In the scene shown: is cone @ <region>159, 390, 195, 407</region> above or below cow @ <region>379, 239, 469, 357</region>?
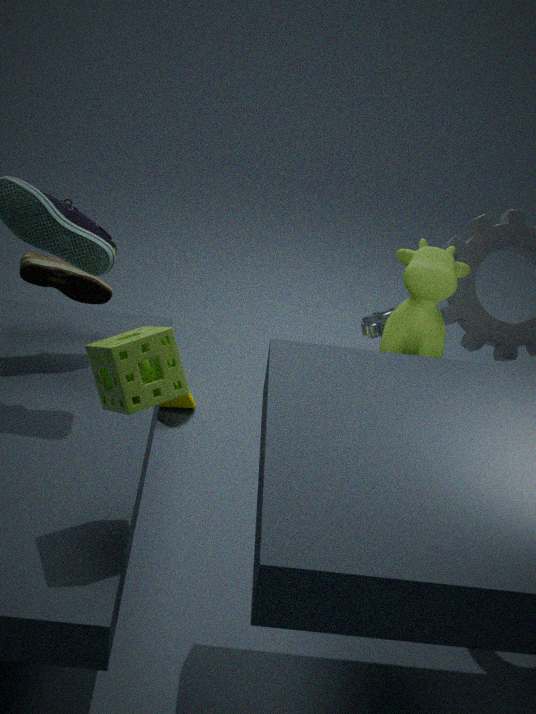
below
